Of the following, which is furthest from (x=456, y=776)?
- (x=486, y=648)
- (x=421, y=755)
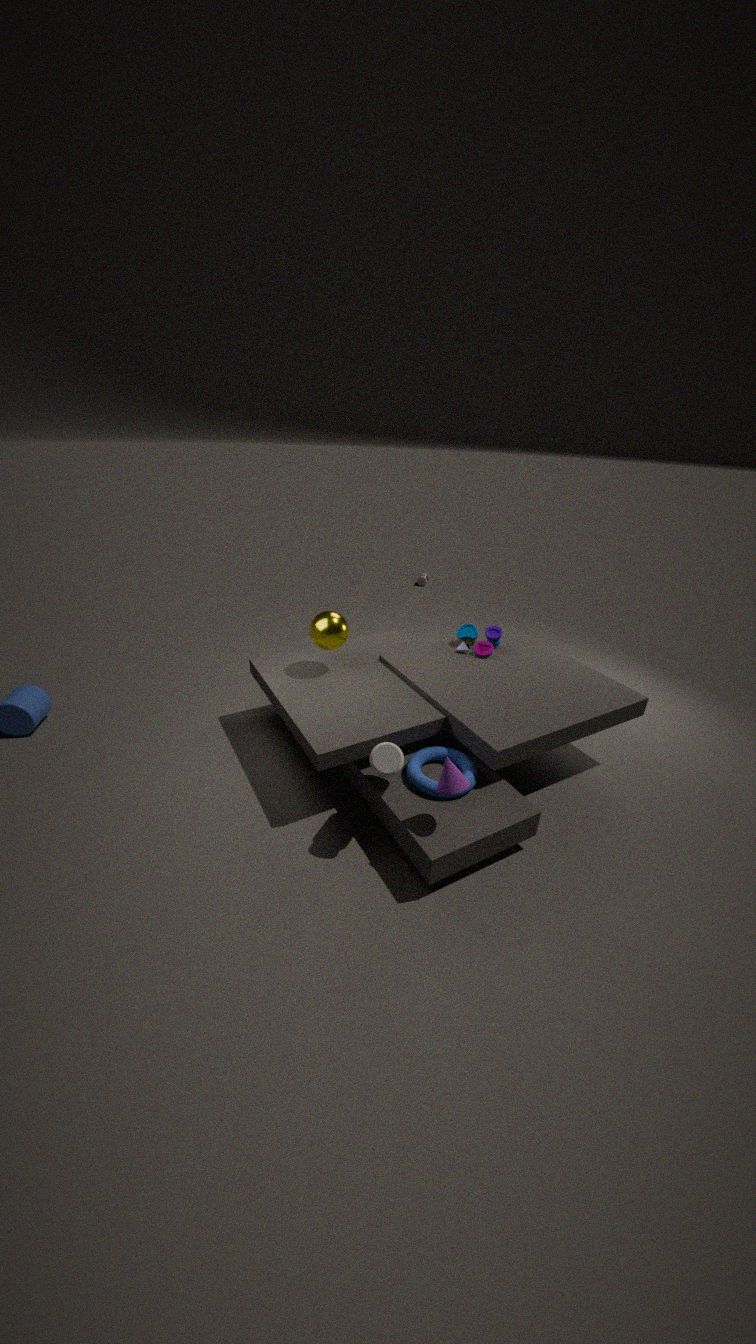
(x=486, y=648)
